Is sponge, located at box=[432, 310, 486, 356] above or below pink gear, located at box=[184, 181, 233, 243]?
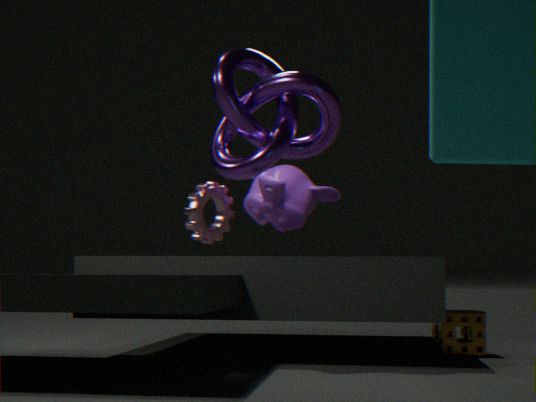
below
